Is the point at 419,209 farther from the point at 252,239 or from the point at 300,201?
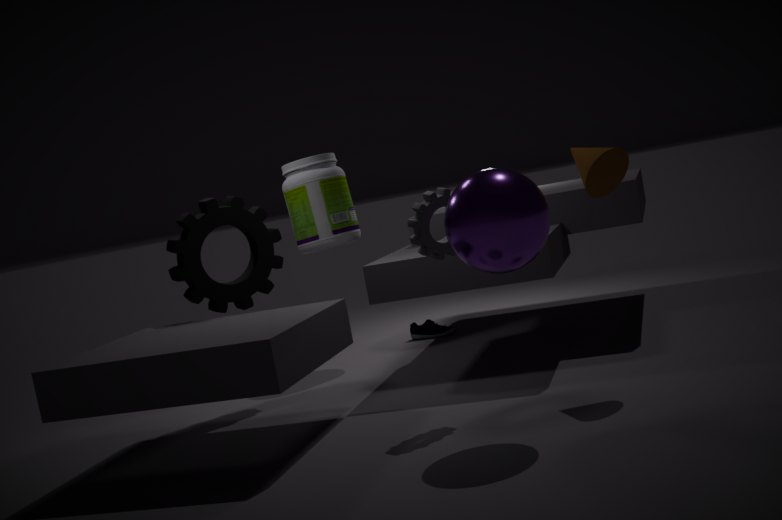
the point at 300,201
